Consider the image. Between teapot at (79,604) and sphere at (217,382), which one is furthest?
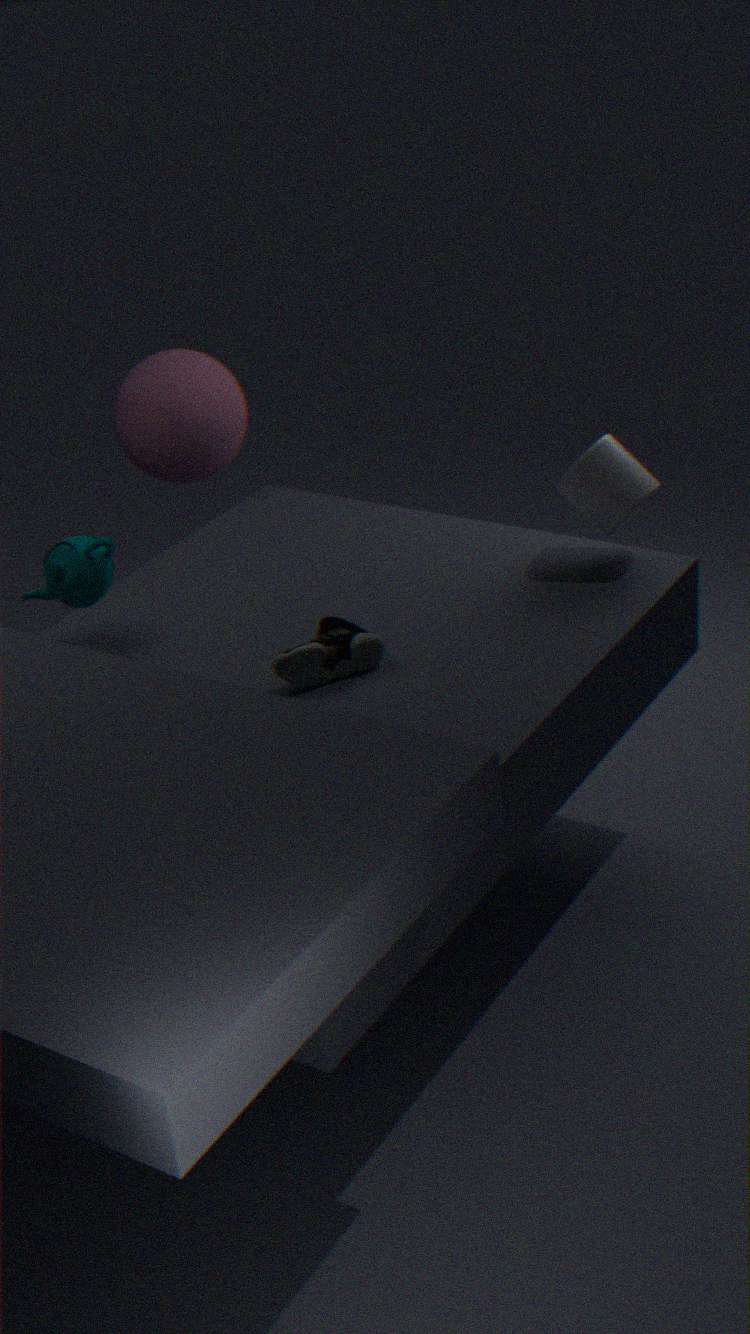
sphere at (217,382)
